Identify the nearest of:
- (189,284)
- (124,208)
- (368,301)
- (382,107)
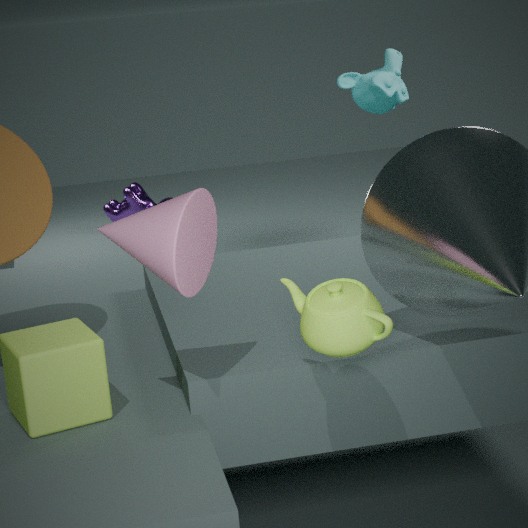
(368,301)
